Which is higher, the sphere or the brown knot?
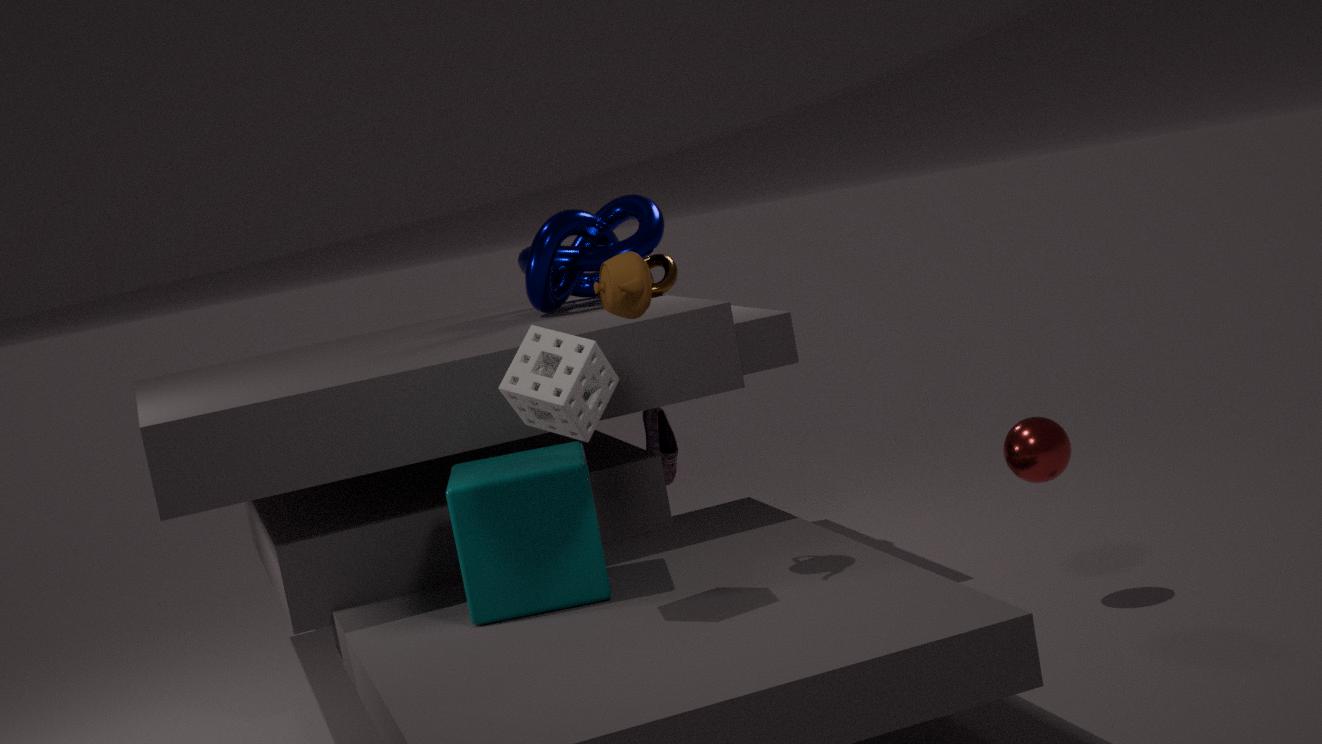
the brown knot
